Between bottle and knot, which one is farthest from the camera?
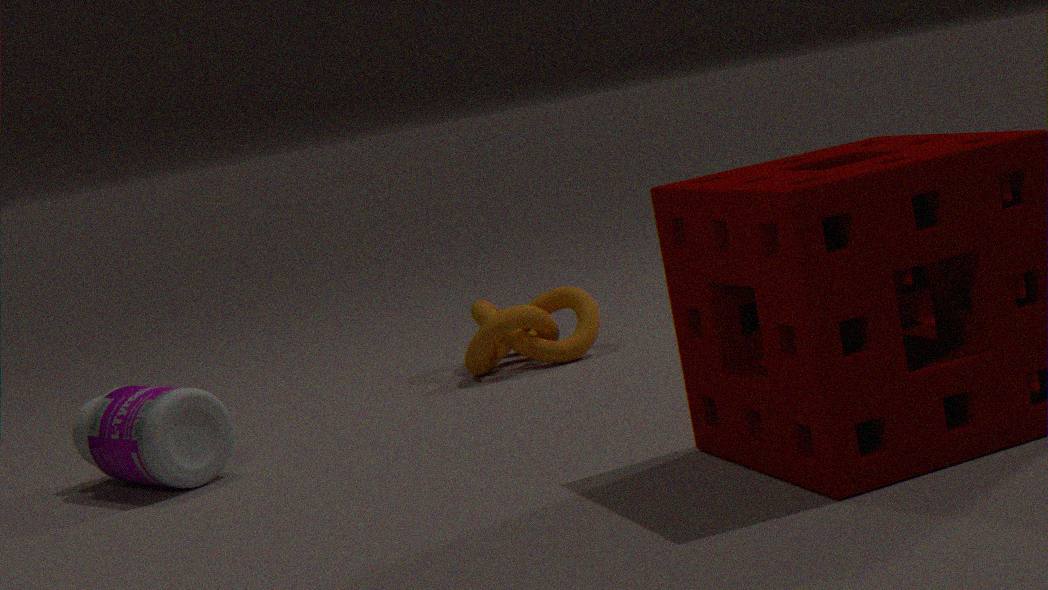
knot
